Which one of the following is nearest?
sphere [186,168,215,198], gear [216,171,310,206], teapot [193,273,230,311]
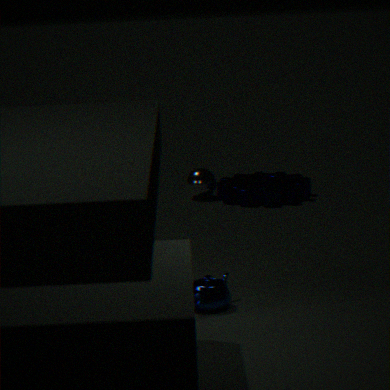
teapot [193,273,230,311]
